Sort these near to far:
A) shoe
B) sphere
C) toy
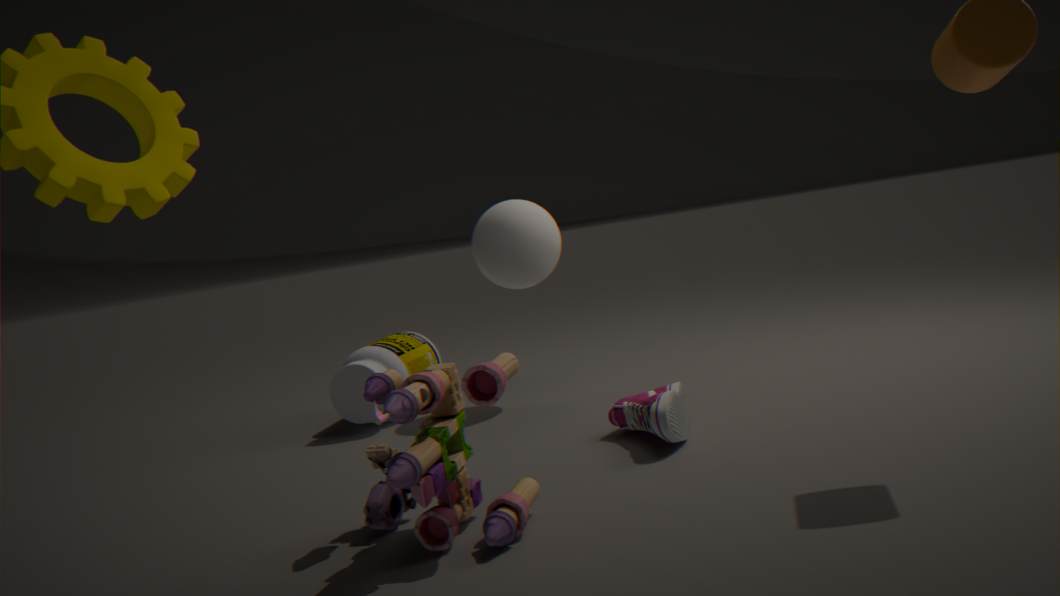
toy, shoe, sphere
